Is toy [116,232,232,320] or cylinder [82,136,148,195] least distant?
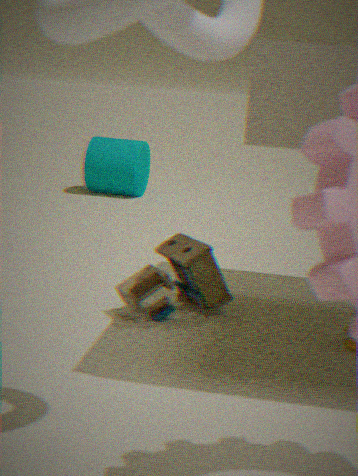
toy [116,232,232,320]
